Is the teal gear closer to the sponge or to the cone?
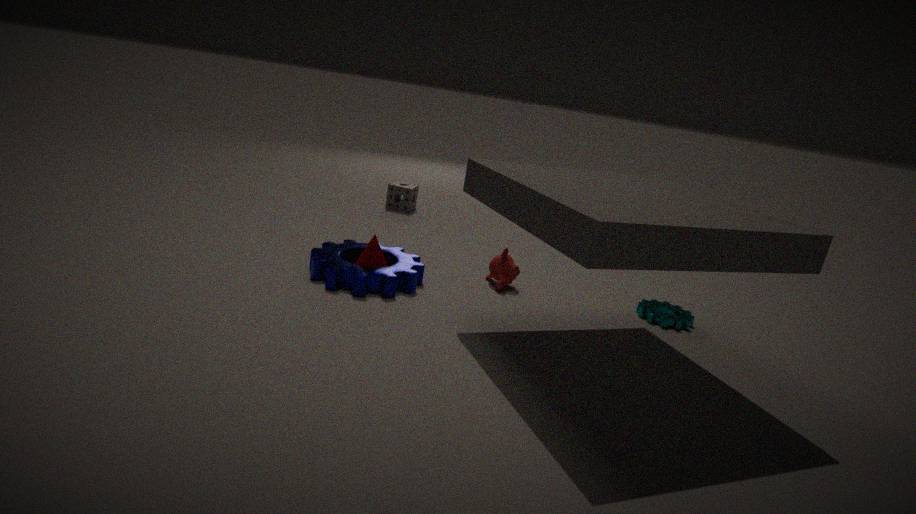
the cone
